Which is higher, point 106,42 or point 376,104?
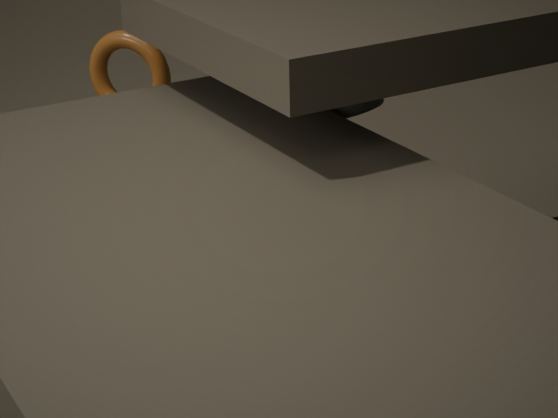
point 376,104
